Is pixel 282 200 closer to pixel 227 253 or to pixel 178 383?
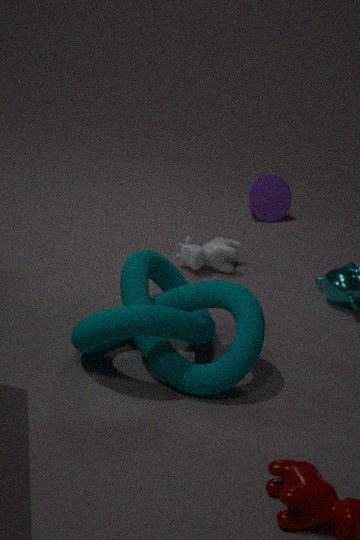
pixel 227 253
